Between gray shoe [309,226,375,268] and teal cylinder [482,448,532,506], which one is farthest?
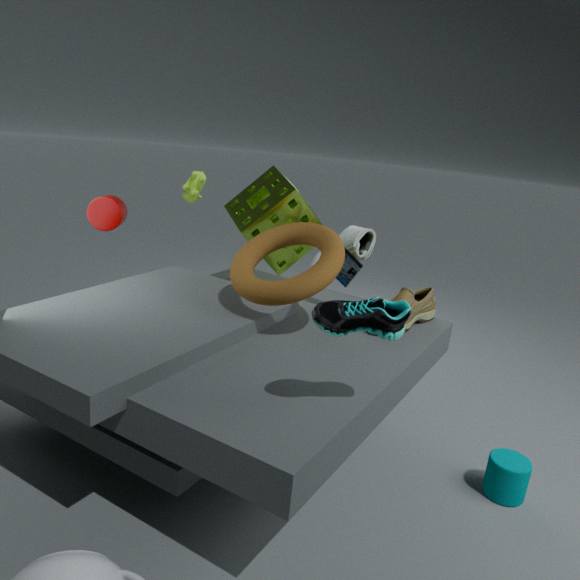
gray shoe [309,226,375,268]
